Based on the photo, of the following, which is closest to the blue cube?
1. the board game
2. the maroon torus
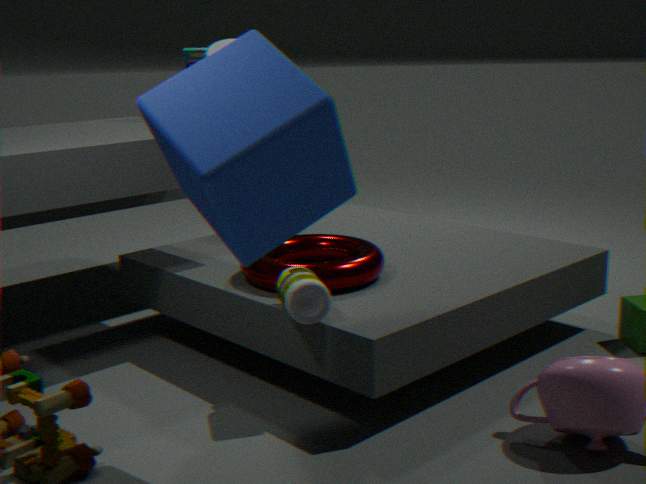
the maroon torus
